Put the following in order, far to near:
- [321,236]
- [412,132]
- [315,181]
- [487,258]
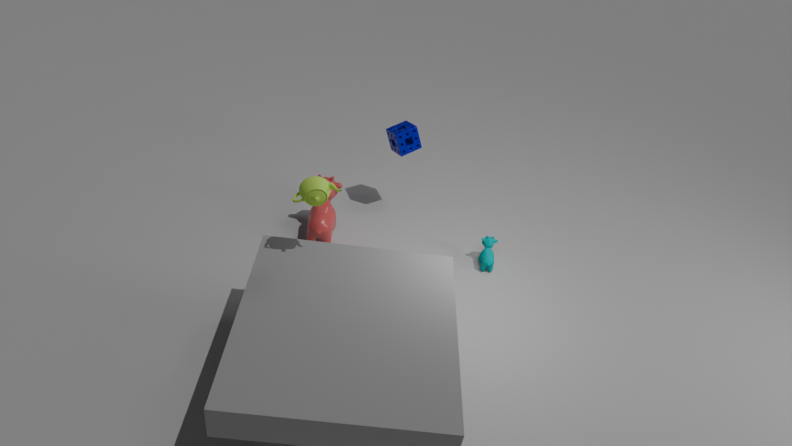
[412,132], [487,258], [321,236], [315,181]
